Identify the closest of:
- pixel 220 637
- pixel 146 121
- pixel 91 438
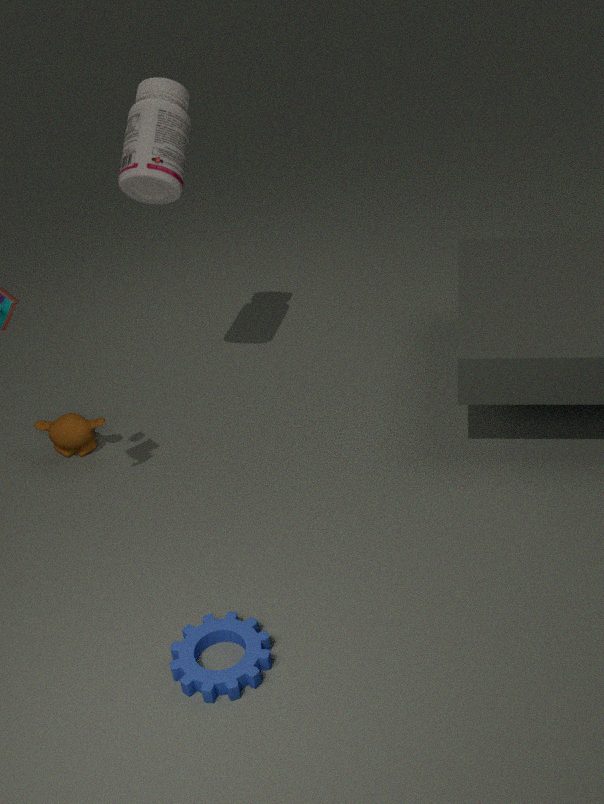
pixel 220 637
